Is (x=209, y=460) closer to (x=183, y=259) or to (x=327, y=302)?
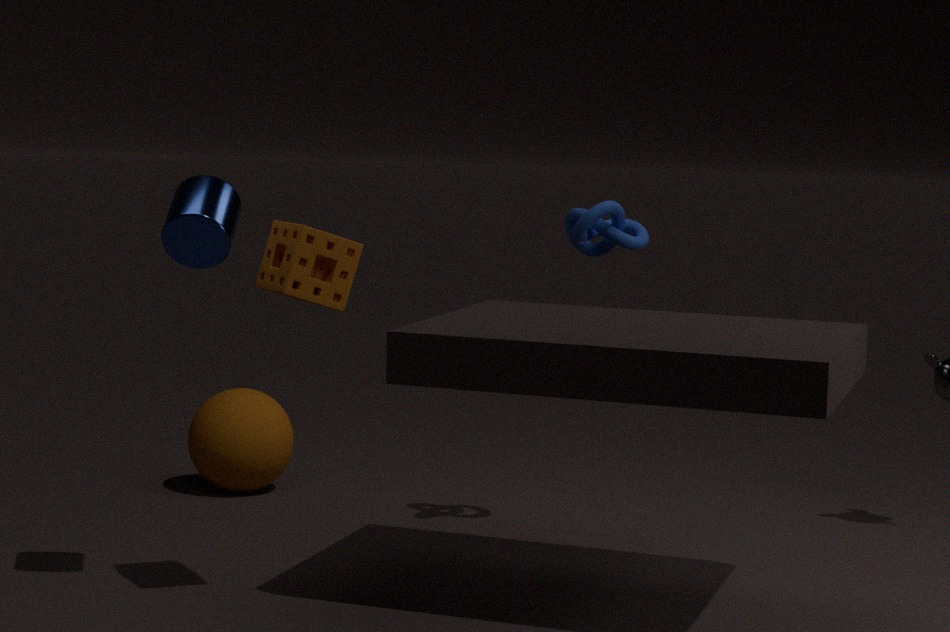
(x=183, y=259)
